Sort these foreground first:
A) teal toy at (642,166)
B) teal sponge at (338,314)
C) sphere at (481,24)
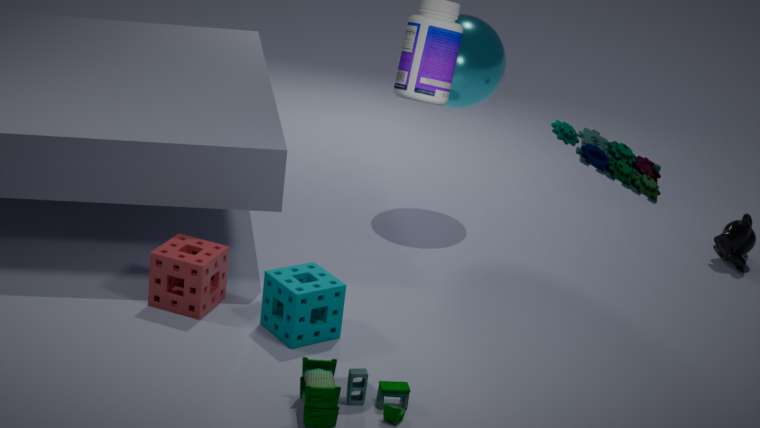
teal toy at (642,166) → teal sponge at (338,314) → sphere at (481,24)
